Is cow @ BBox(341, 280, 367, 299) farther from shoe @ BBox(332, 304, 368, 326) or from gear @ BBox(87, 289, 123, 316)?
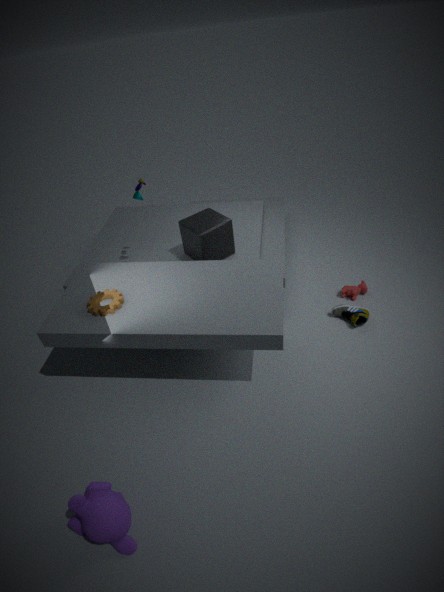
gear @ BBox(87, 289, 123, 316)
